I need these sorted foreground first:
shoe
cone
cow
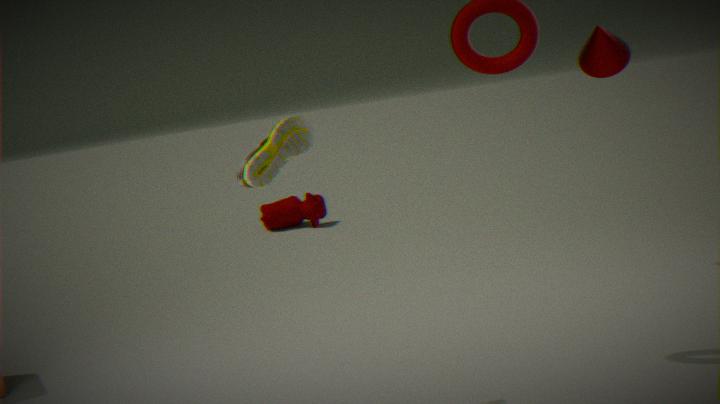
shoe
cone
cow
